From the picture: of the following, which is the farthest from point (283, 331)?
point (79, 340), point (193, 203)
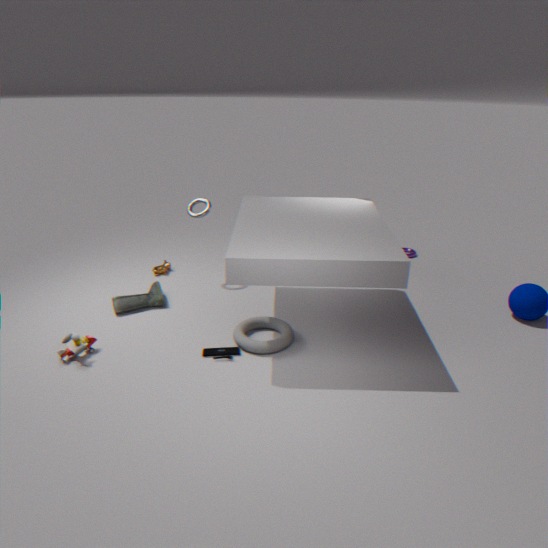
point (193, 203)
